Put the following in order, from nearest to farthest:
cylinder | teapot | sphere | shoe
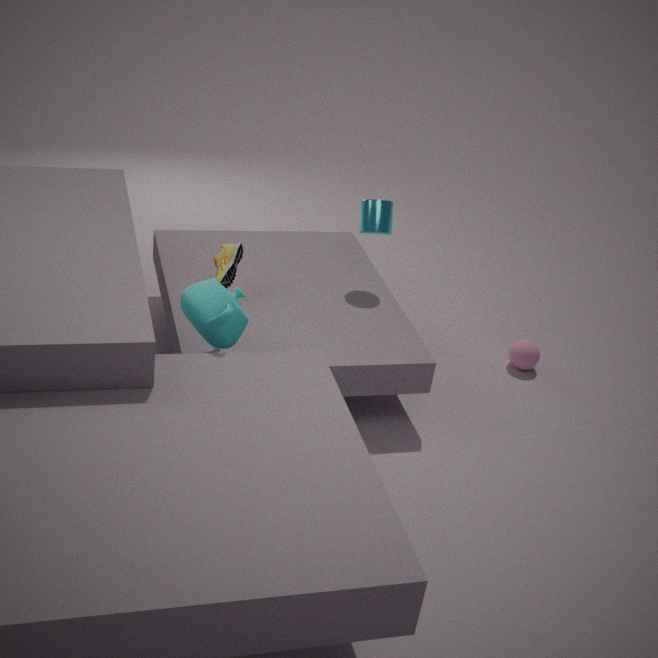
teapot, shoe, cylinder, sphere
